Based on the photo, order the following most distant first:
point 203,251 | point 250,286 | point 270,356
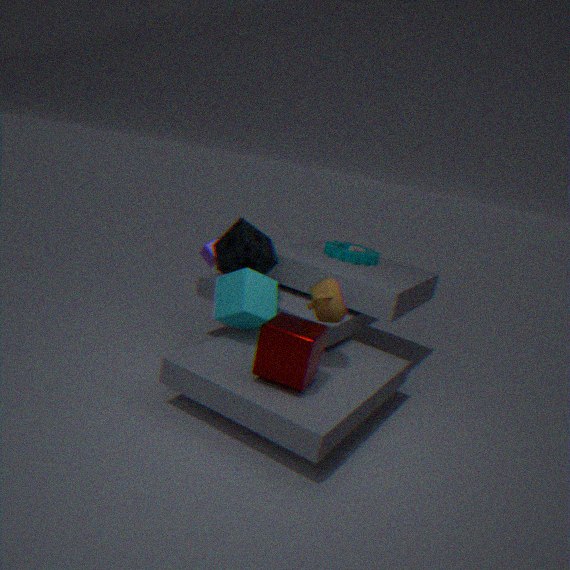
point 203,251, point 250,286, point 270,356
